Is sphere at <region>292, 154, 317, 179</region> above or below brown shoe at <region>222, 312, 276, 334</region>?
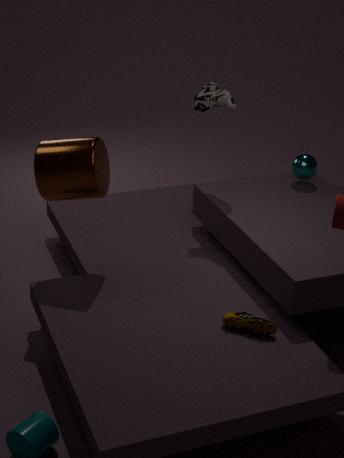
above
